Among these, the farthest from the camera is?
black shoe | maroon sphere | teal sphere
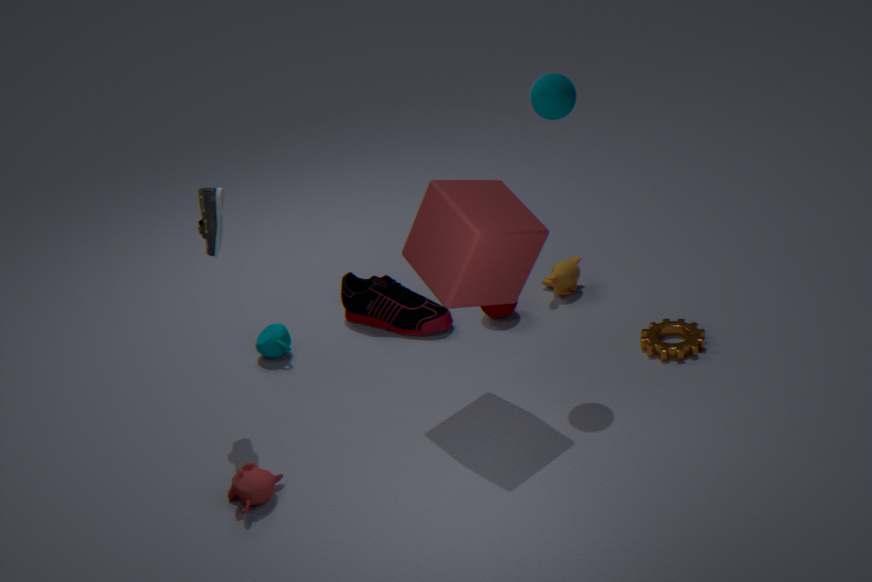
maroon sphere
